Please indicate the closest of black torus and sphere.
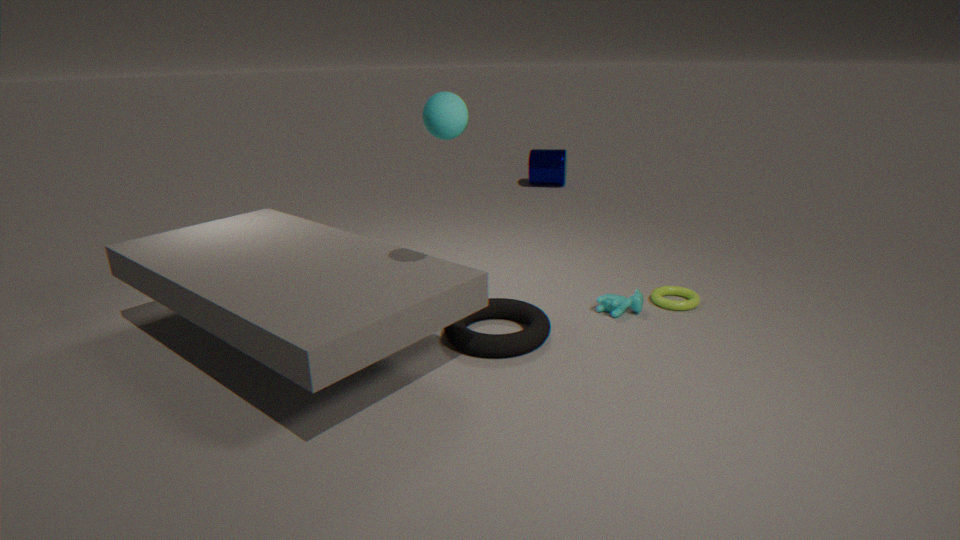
sphere
